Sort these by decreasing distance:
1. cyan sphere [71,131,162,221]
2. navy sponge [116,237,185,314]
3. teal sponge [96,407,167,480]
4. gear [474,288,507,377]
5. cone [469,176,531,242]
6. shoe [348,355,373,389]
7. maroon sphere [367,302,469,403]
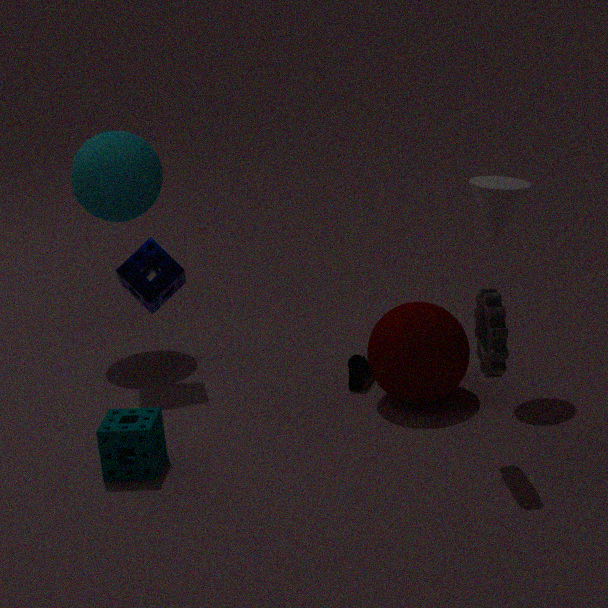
cyan sphere [71,131,162,221] < navy sponge [116,237,185,314] < shoe [348,355,373,389] < maroon sphere [367,302,469,403] < cone [469,176,531,242] < teal sponge [96,407,167,480] < gear [474,288,507,377]
